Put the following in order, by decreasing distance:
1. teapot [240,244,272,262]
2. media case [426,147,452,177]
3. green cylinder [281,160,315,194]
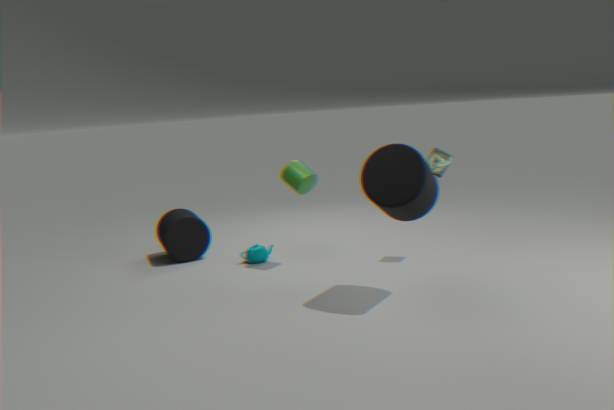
teapot [240,244,272,262] → green cylinder [281,160,315,194] → media case [426,147,452,177]
